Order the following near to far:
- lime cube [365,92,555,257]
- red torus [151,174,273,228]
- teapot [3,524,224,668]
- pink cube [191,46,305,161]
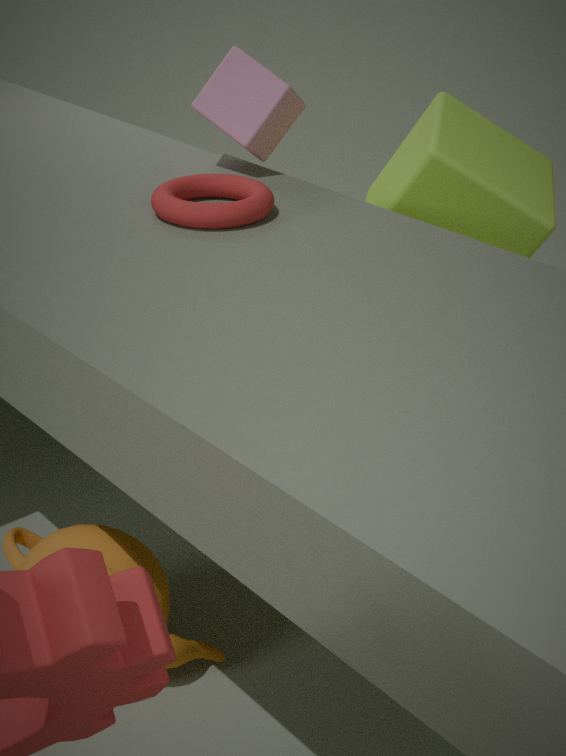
teapot [3,524,224,668], red torus [151,174,273,228], lime cube [365,92,555,257], pink cube [191,46,305,161]
